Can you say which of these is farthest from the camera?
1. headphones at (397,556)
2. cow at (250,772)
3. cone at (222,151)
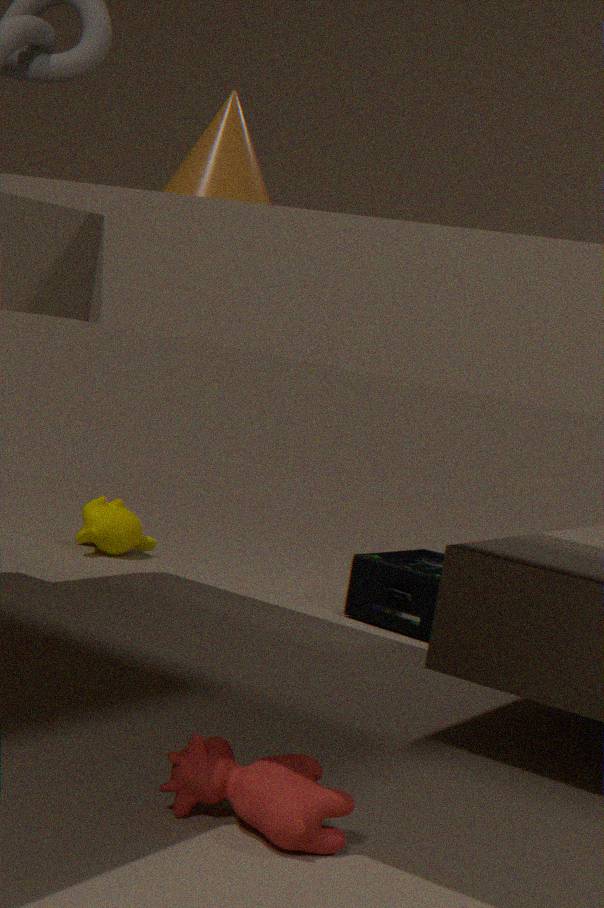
headphones at (397,556)
